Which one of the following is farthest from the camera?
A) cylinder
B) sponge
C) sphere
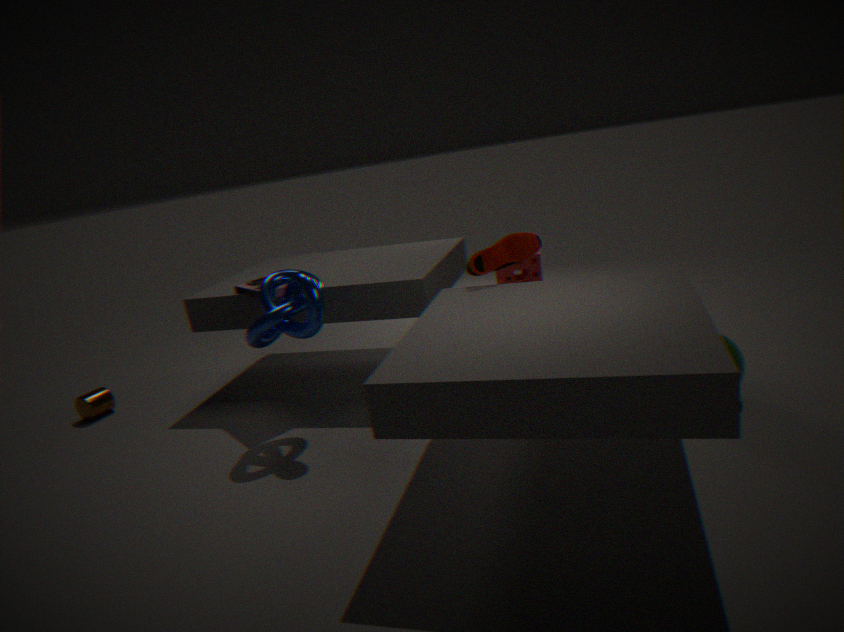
sponge
